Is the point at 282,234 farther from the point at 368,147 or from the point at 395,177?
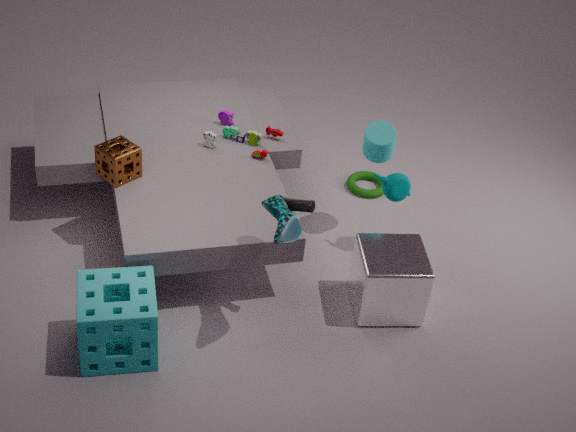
the point at 368,147
